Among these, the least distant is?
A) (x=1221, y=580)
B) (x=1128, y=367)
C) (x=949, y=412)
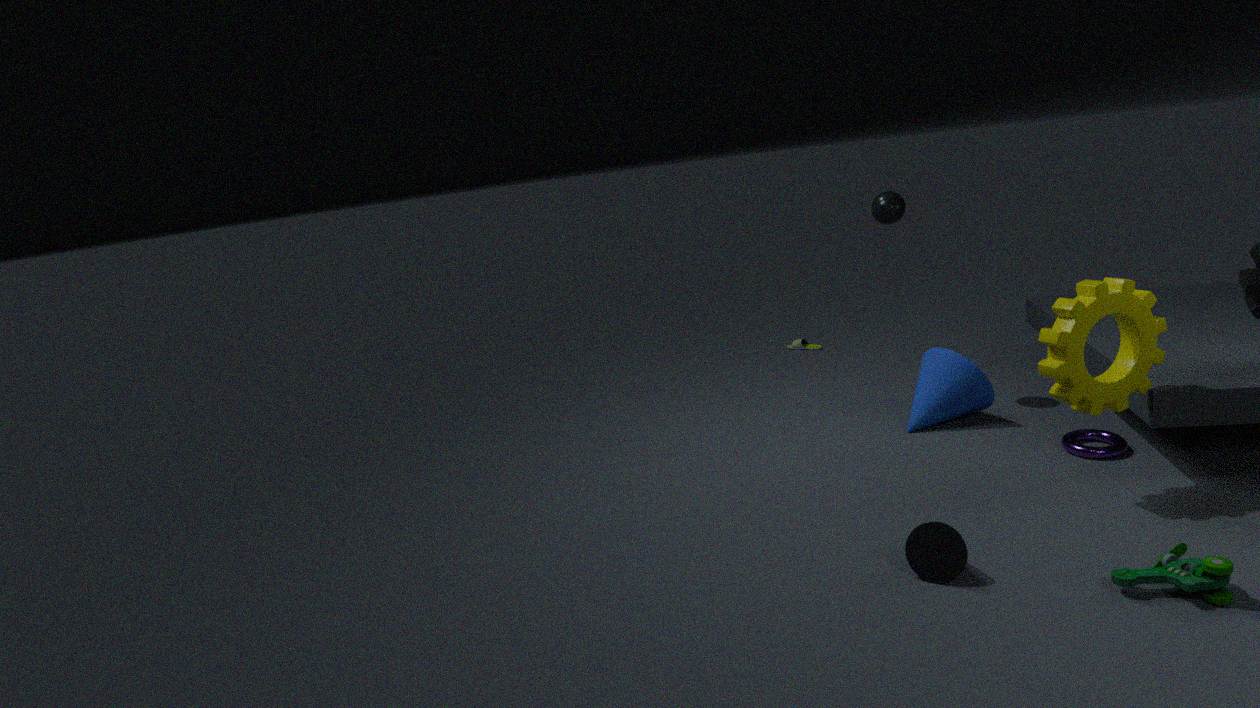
(x=1221, y=580)
